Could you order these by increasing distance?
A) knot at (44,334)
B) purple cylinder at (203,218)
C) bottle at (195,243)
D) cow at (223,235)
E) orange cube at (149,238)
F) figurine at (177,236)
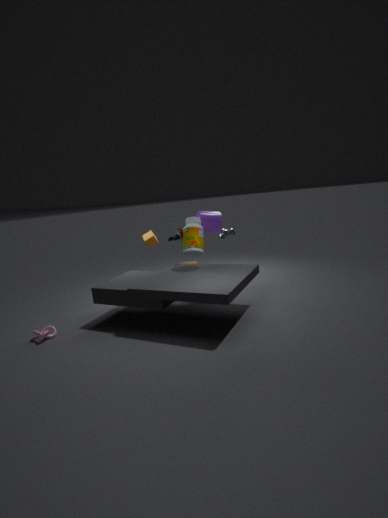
knot at (44,334)
bottle at (195,243)
cow at (223,235)
figurine at (177,236)
purple cylinder at (203,218)
orange cube at (149,238)
